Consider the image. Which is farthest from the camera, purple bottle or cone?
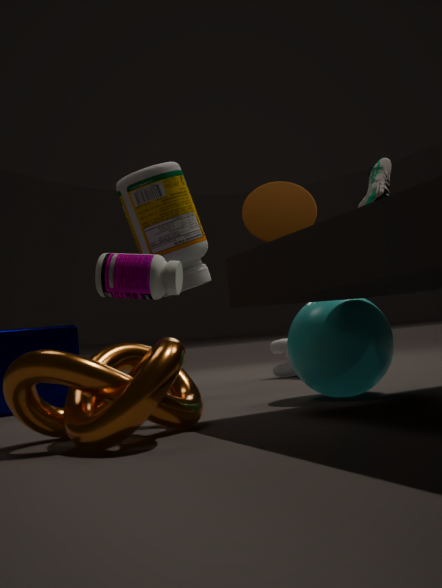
purple bottle
